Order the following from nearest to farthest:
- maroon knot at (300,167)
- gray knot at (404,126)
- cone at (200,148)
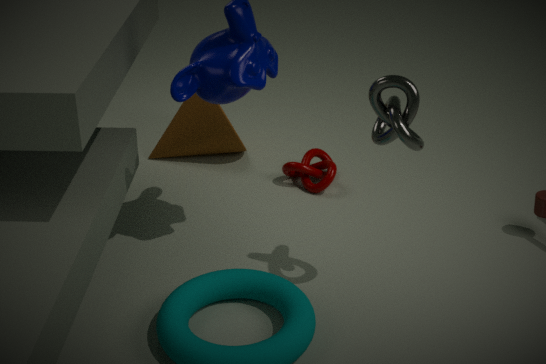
gray knot at (404,126) < maroon knot at (300,167) < cone at (200,148)
